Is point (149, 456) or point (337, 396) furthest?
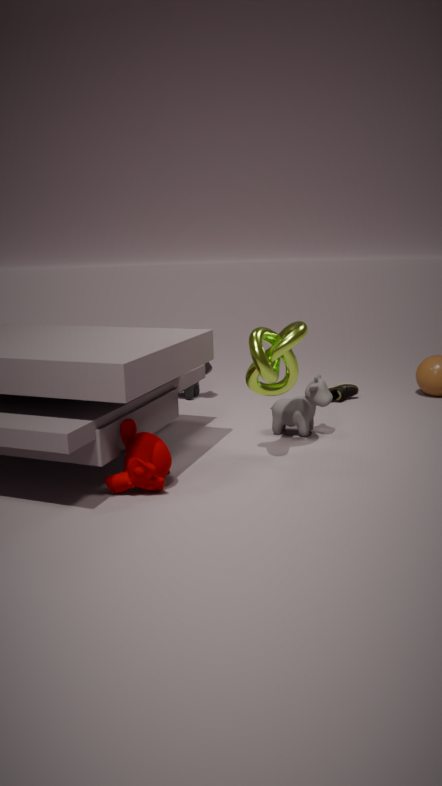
point (337, 396)
